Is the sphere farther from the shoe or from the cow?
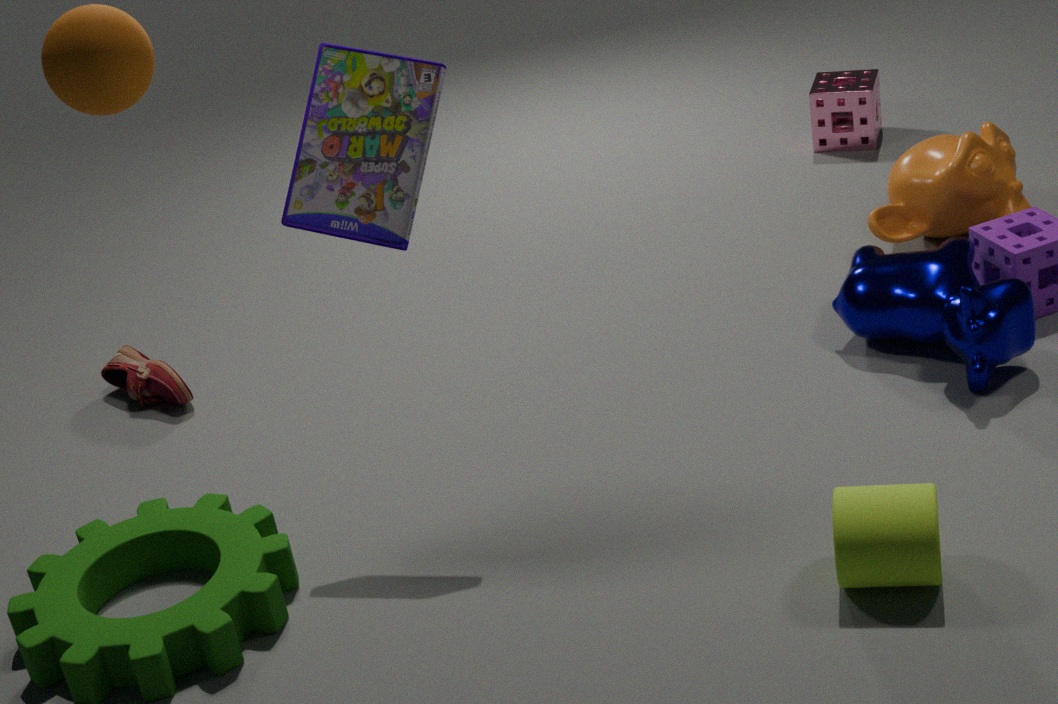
the cow
